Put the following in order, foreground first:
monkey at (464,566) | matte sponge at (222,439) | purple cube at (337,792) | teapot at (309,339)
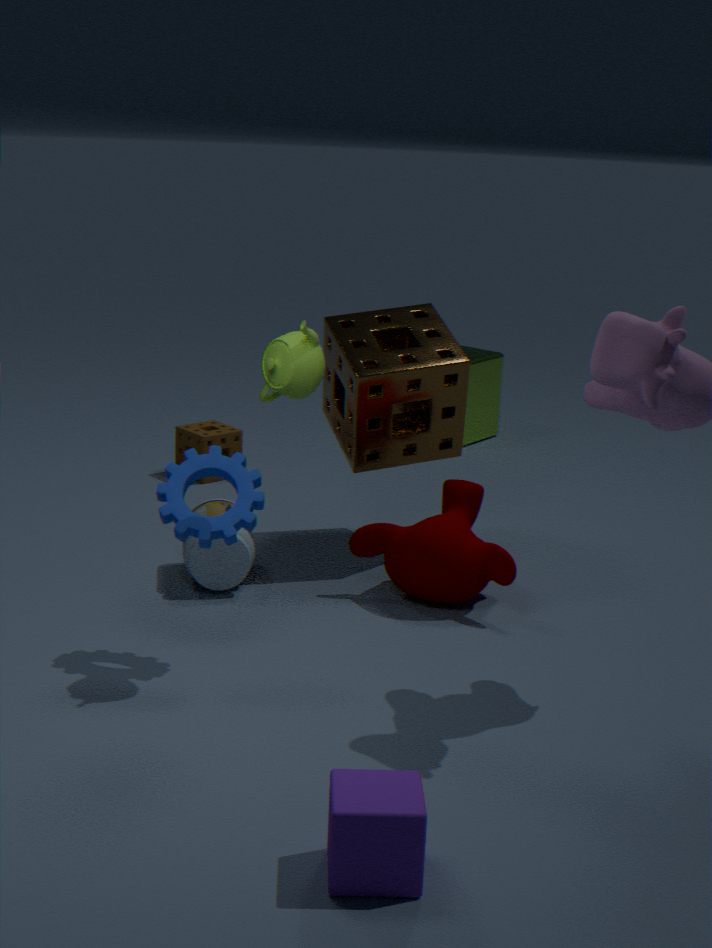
purple cube at (337,792), teapot at (309,339), monkey at (464,566), matte sponge at (222,439)
